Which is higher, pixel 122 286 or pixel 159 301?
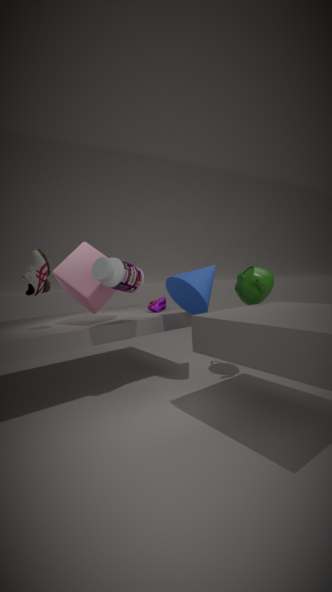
pixel 122 286
